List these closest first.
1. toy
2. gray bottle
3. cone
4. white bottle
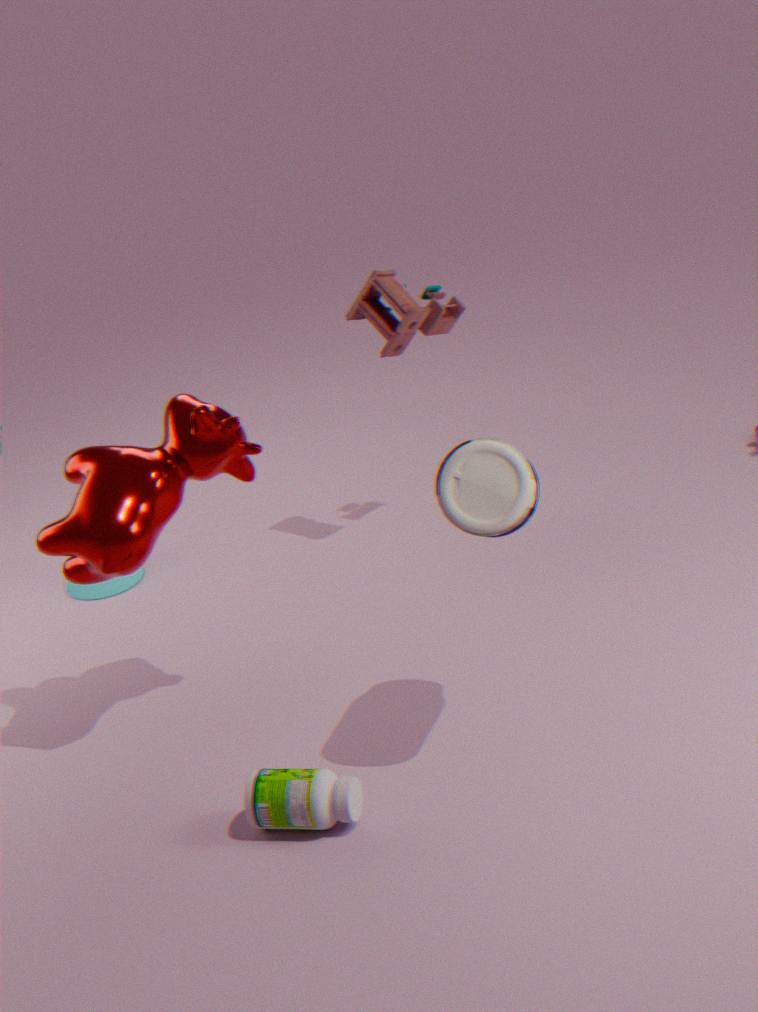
1. white bottle
2. gray bottle
3. toy
4. cone
